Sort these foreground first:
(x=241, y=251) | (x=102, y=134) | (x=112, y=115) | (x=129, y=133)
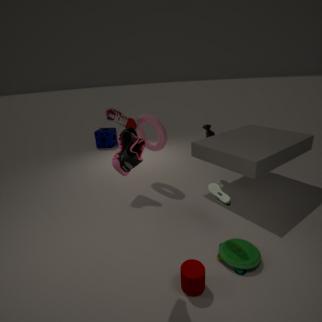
(x=129, y=133) < (x=241, y=251) < (x=112, y=115) < (x=102, y=134)
